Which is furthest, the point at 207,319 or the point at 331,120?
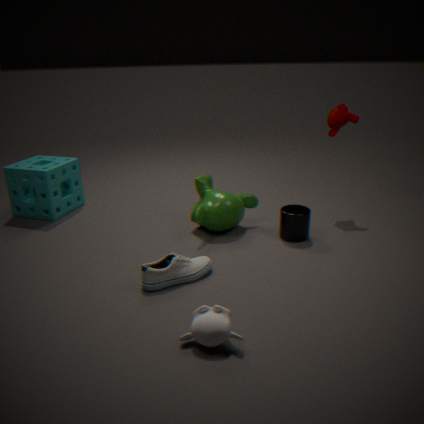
the point at 331,120
